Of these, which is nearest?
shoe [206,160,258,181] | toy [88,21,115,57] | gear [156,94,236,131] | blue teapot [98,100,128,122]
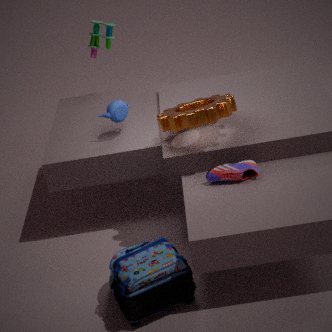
gear [156,94,236,131]
